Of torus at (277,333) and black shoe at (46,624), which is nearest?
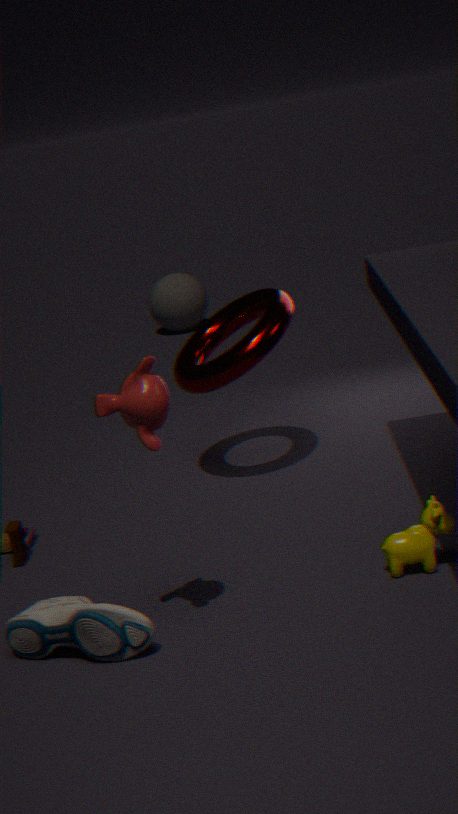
black shoe at (46,624)
